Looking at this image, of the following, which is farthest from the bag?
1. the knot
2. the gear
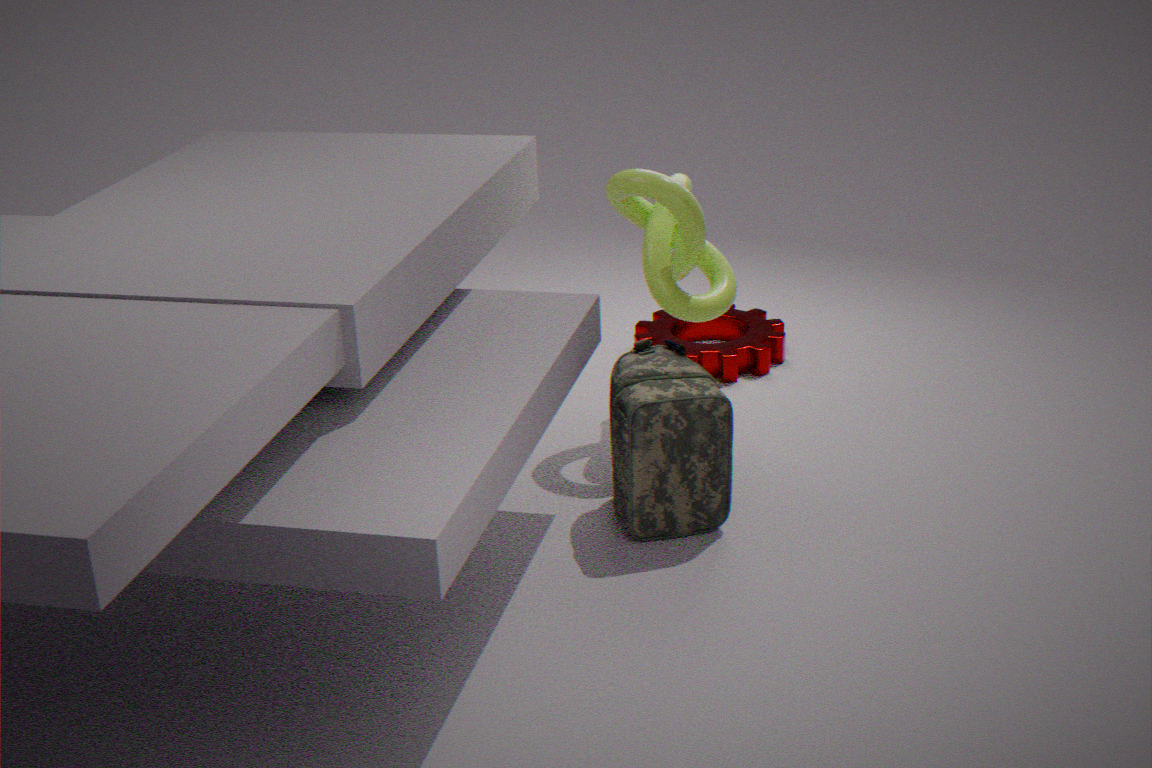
the gear
